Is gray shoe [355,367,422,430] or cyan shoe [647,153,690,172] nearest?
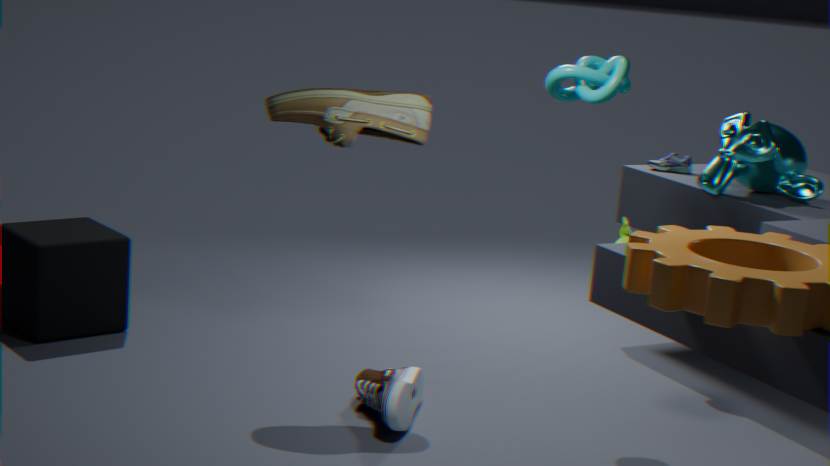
gray shoe [355,367,422,430]
